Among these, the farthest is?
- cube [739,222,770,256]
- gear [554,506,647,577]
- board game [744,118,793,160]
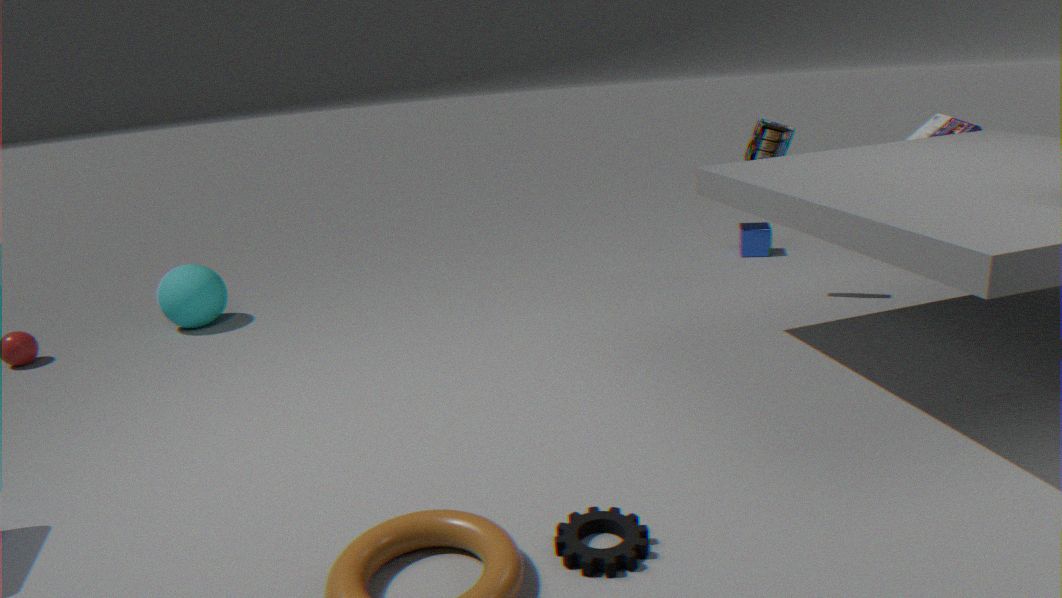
cube [739,222,770,256]
